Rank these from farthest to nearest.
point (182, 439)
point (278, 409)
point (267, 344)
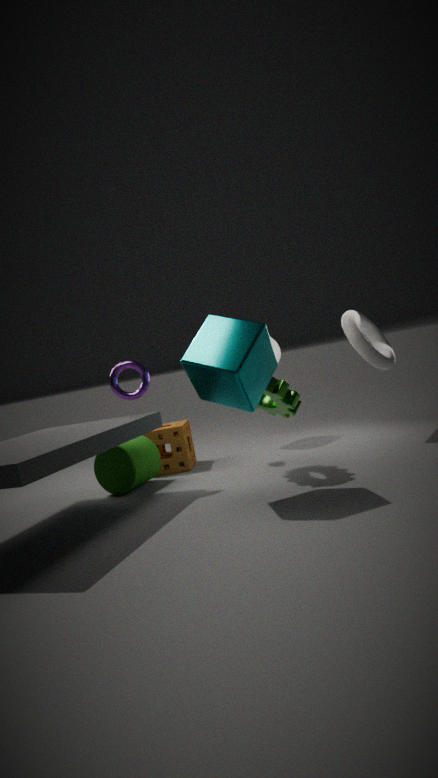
point (182, 439), point (278, 409), point (267, 344)
